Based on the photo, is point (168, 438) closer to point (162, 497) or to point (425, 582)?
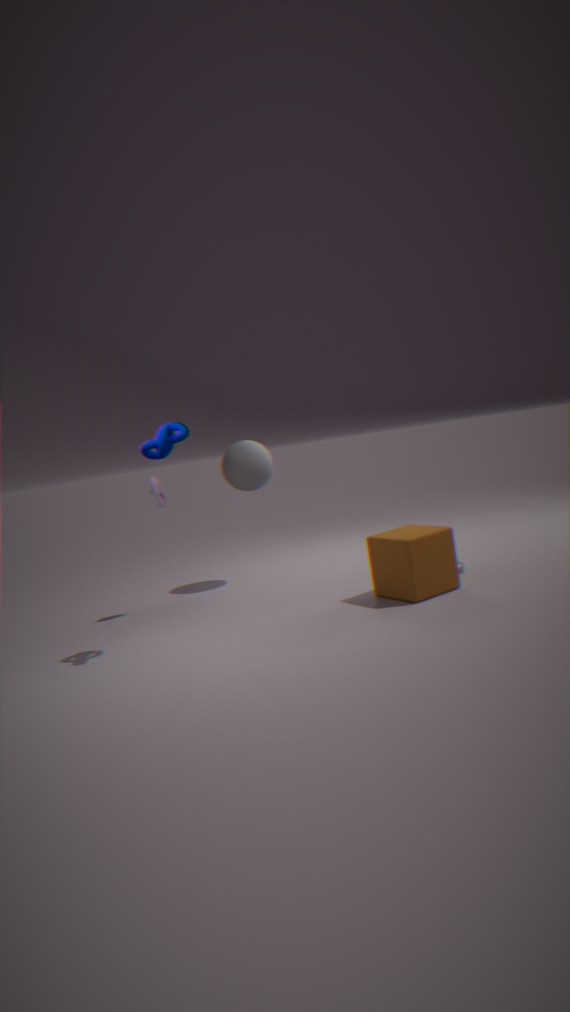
point (162, 497)
